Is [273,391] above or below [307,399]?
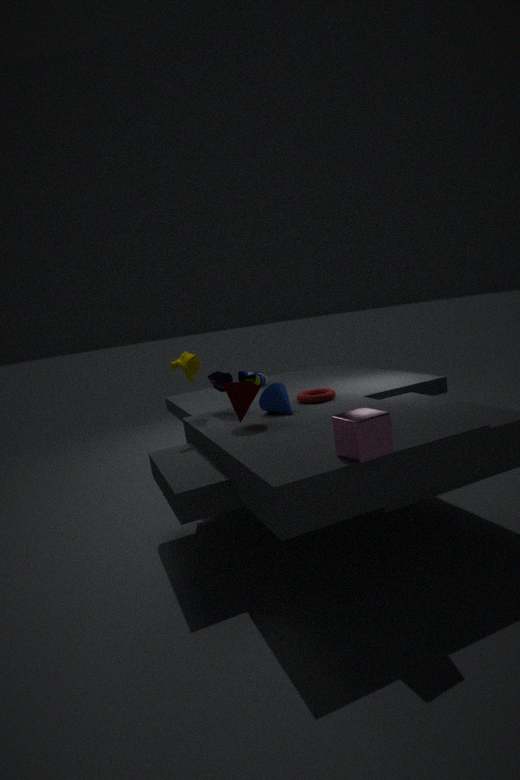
above
